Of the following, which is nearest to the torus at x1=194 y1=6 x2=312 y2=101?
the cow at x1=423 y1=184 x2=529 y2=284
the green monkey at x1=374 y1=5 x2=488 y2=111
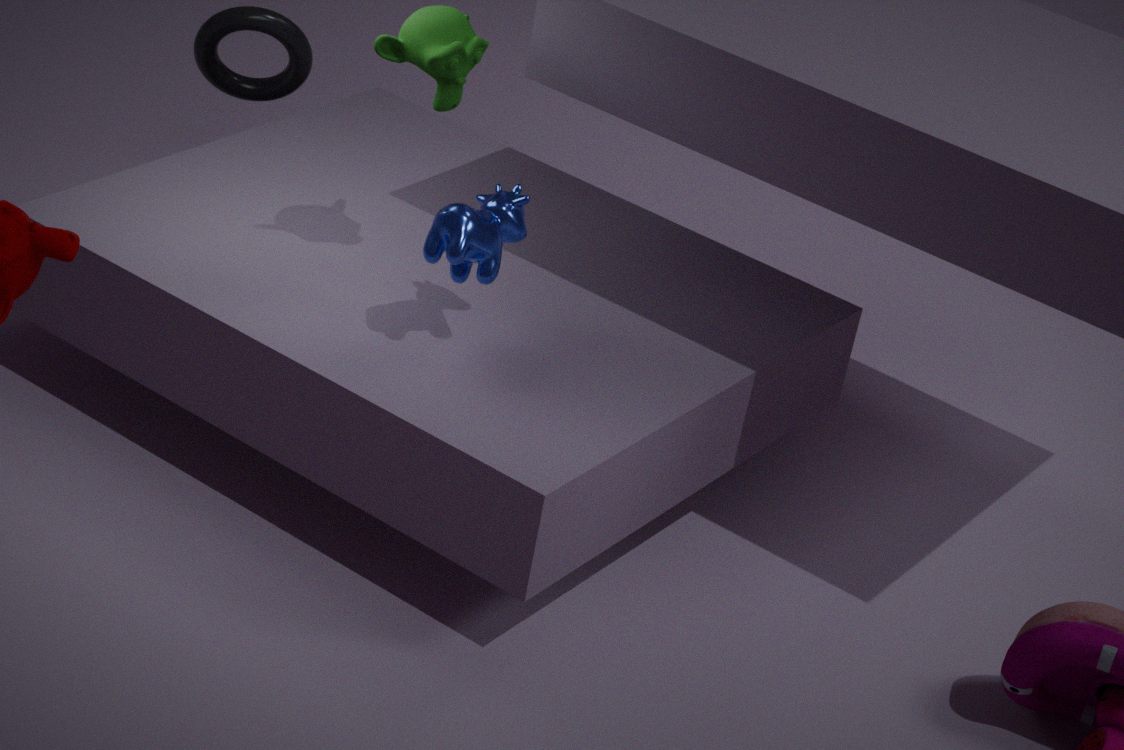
the green monkey at x1=374 y1=5 x2=488 y2=111
